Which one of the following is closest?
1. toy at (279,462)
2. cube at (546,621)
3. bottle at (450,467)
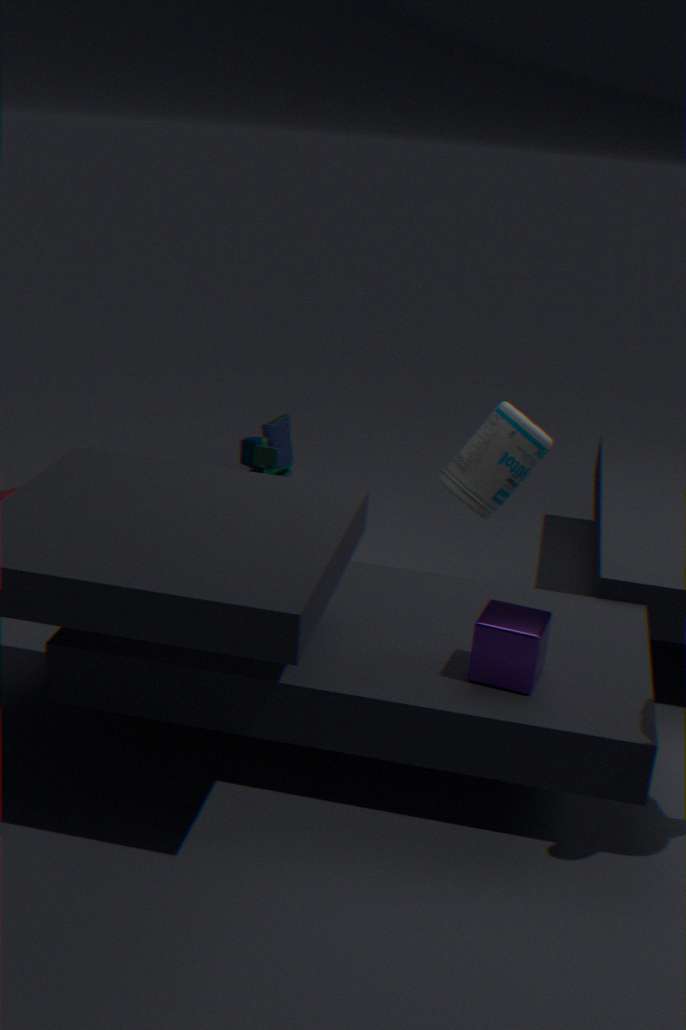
cube at (546,621)
